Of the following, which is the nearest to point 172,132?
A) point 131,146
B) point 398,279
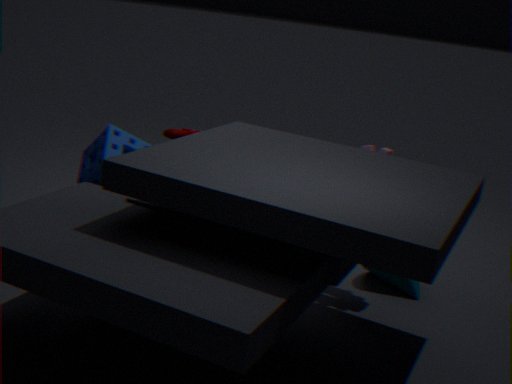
point 131,146
